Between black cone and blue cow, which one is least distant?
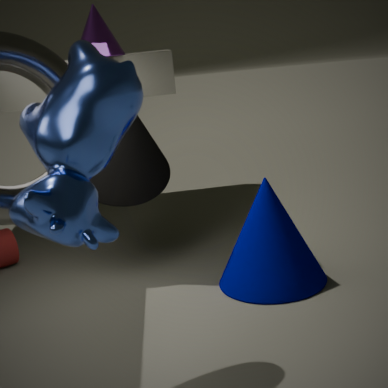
blue cow
